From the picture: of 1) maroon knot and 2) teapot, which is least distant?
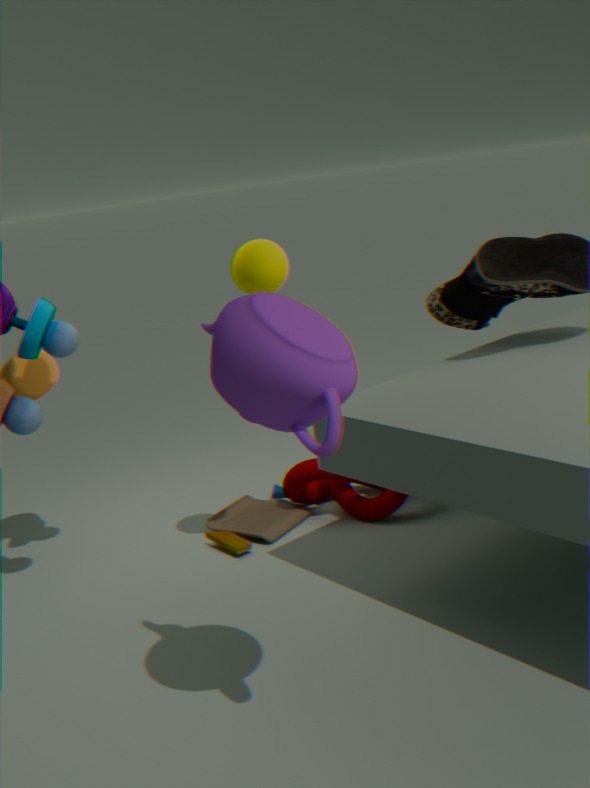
2. teapot
